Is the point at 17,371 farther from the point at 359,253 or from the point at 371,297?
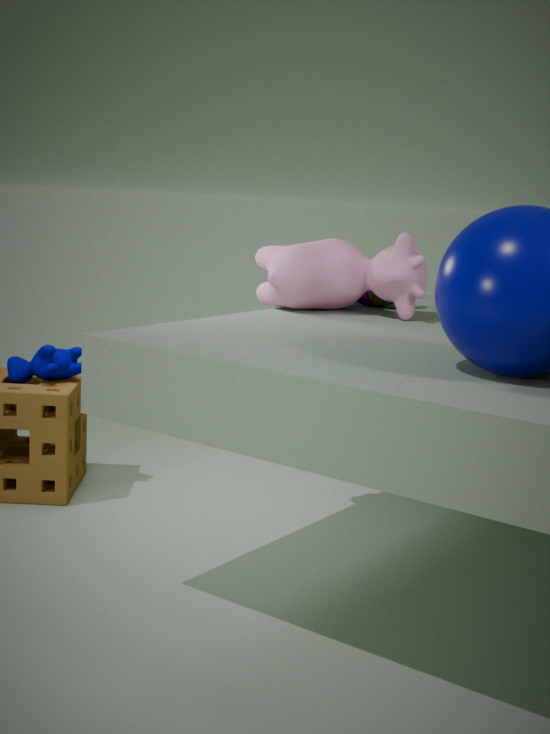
the point at 371,297
